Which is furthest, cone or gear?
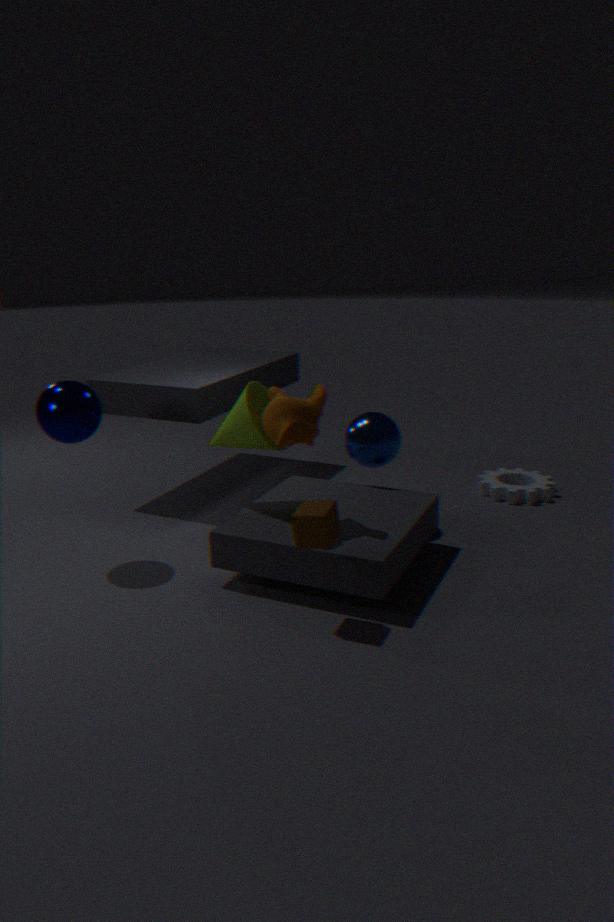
gear
